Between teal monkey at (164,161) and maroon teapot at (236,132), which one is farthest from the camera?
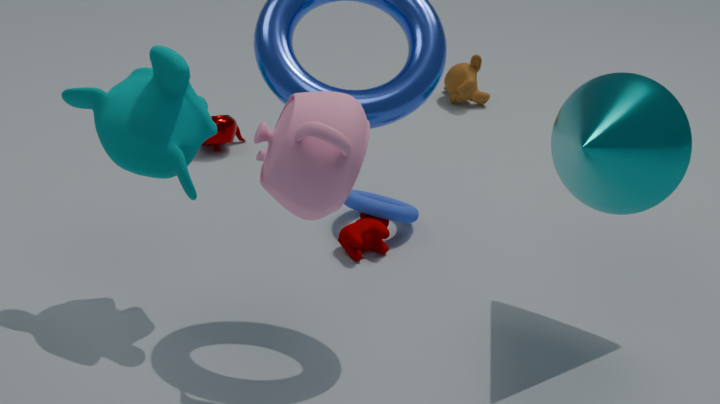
maroon teapot at (236,132)
